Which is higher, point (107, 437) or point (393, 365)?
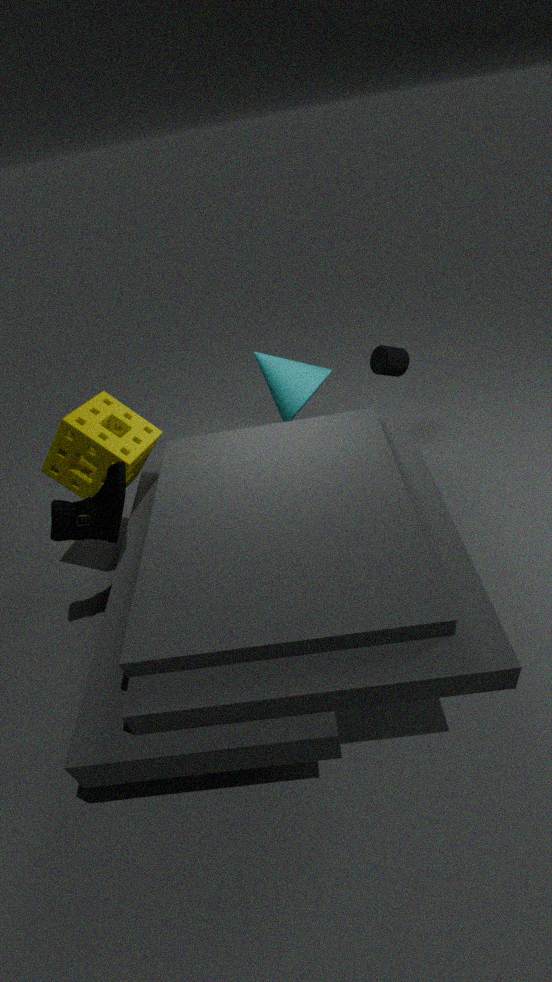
point (107, 437)
